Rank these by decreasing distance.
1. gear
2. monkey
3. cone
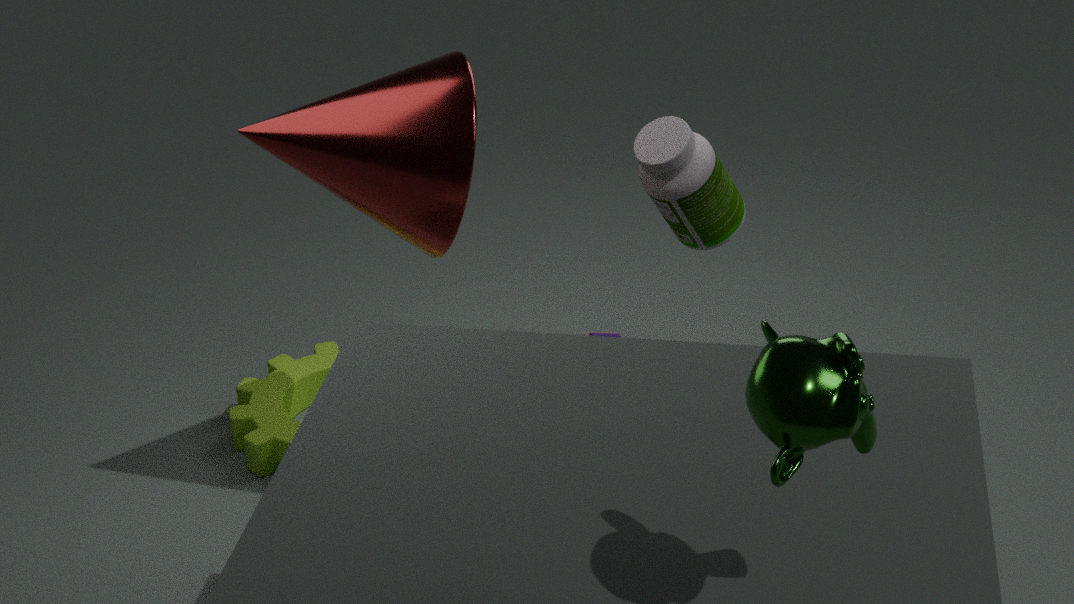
1. gear
2. cone
3. monkey
